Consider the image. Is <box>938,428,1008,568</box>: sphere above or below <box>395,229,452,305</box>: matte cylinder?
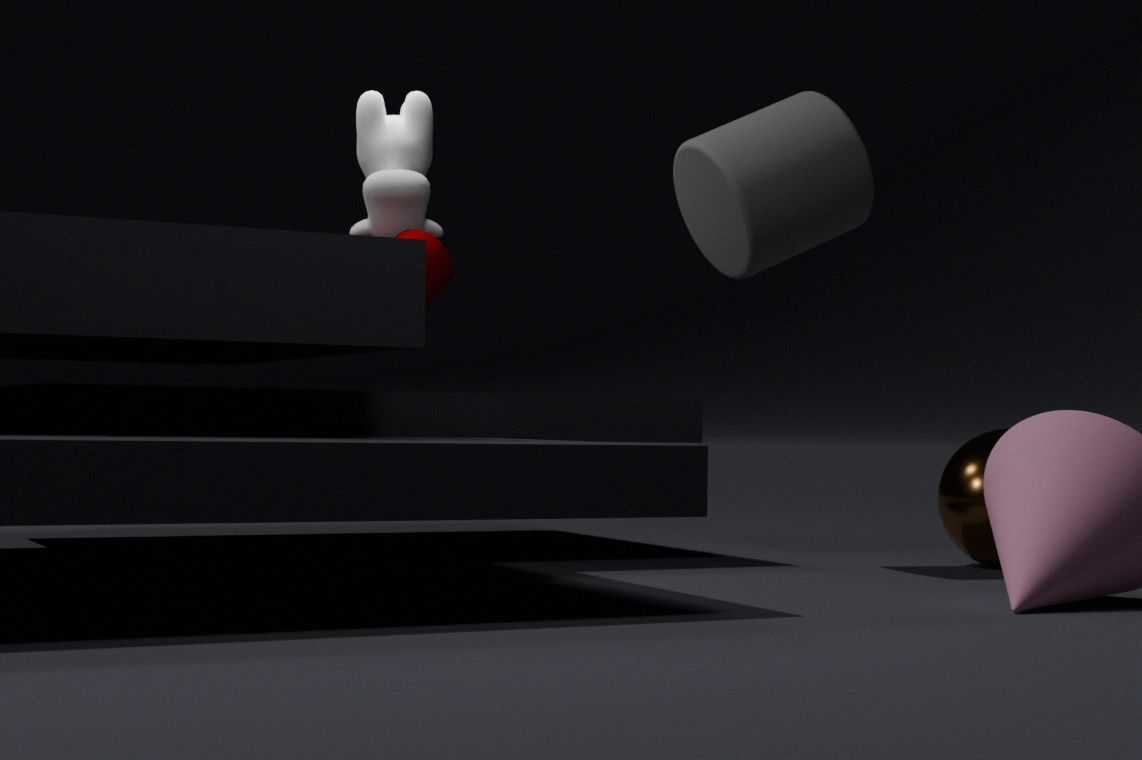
below
